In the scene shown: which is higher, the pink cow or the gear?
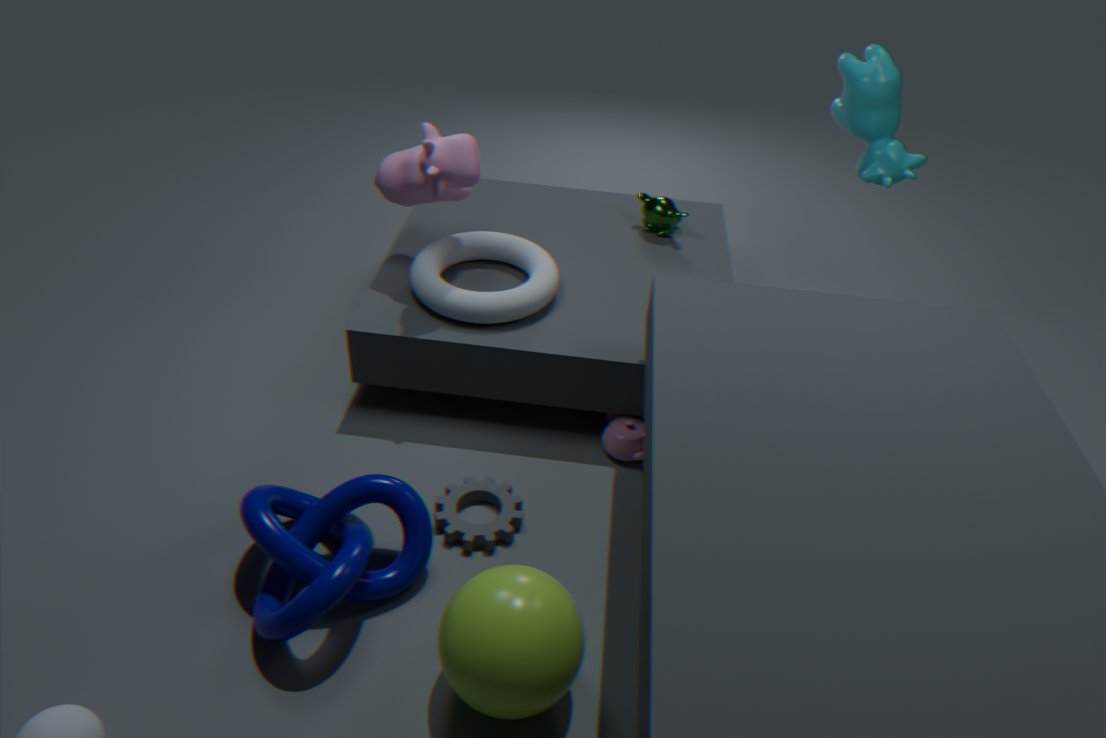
Result: the pink cow
